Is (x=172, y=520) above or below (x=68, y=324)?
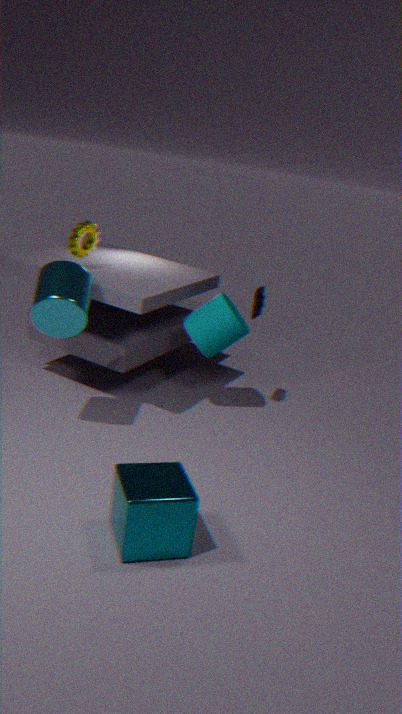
below
